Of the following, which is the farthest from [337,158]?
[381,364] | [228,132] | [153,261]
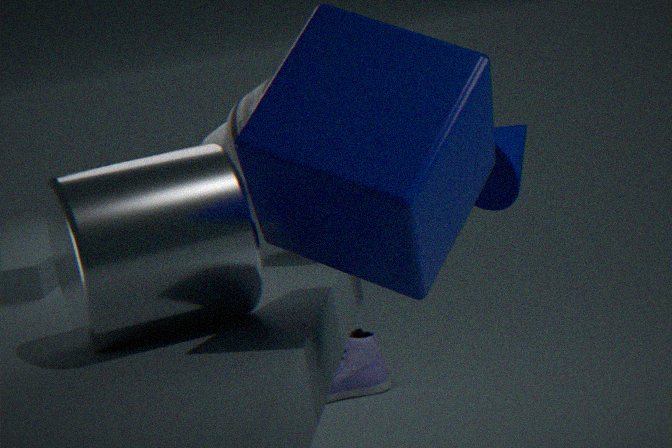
[381,364]
